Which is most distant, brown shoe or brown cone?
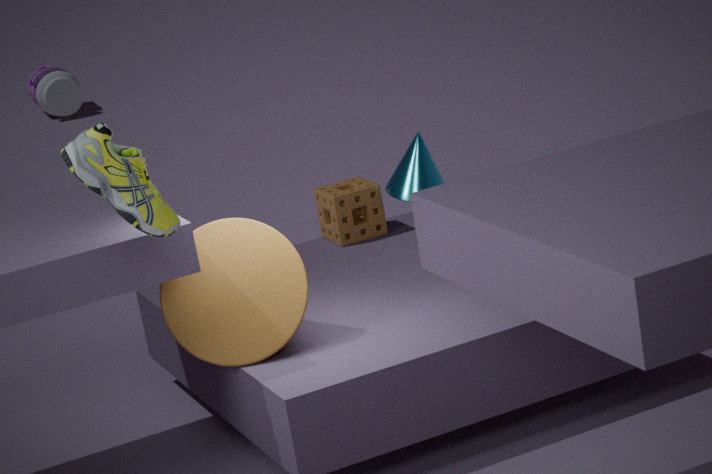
brown cone
